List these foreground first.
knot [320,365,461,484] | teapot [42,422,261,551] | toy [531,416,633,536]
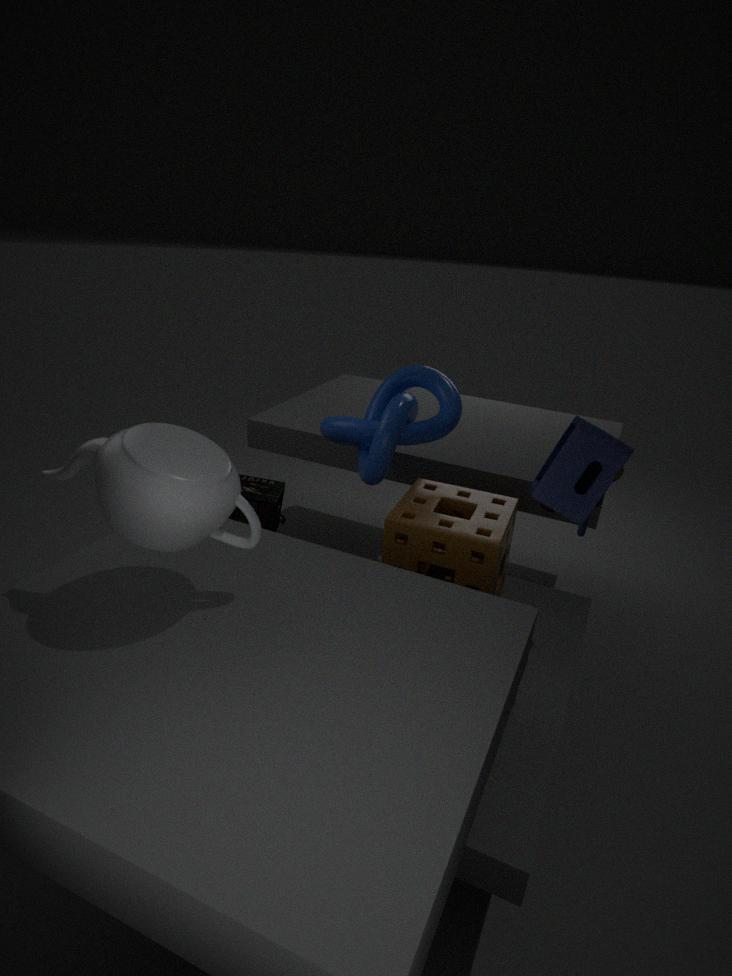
teapot [42,422,261,551] < toy [531,416,633,536] < knot [320,365,461,484]
